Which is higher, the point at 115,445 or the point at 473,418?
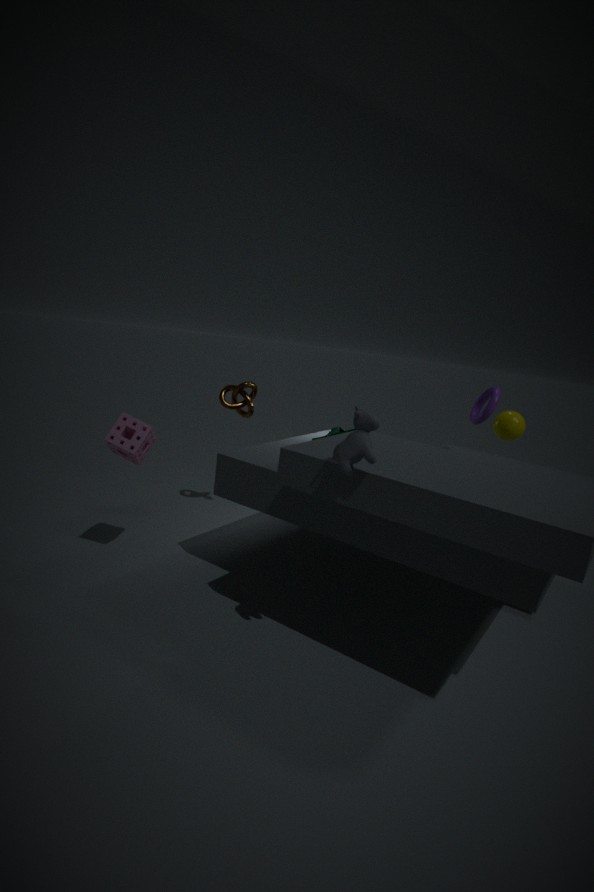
the point at 473,418
